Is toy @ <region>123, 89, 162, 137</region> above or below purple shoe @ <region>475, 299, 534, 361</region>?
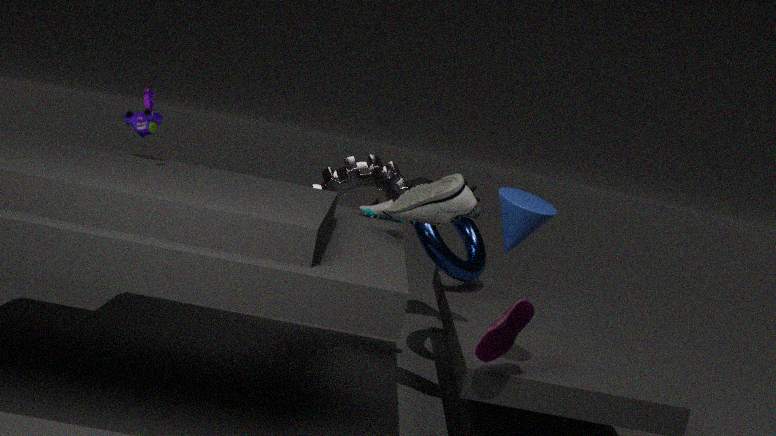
above
